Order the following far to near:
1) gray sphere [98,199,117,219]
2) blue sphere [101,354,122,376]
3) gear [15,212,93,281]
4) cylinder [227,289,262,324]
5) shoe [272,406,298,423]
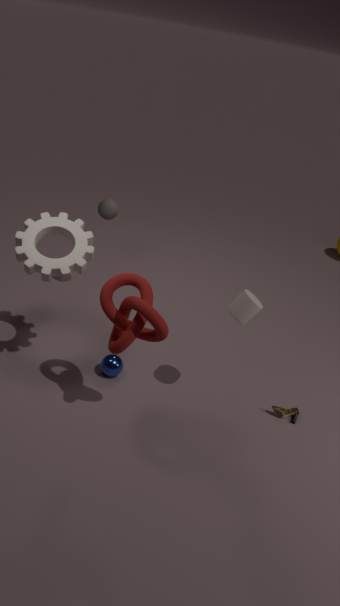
1. gray sphere [98,199,117,219] → 2. blue sphere [101,354,122,376] → 5. shoe [272,406,298,423] → 3. gear [15,212,93,281] → 4. cylinder [227,289,262,324]
